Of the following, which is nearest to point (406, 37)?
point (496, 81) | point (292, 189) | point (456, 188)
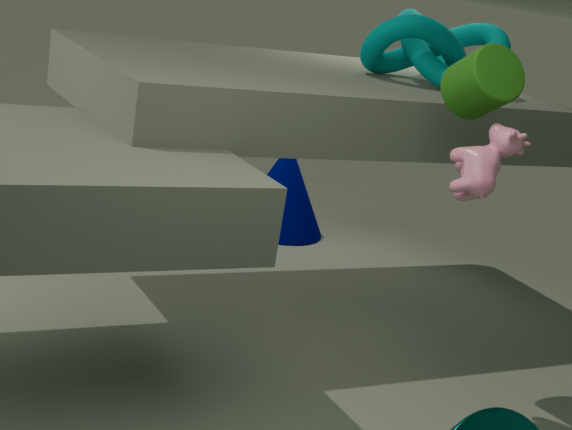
point (496, 81)
